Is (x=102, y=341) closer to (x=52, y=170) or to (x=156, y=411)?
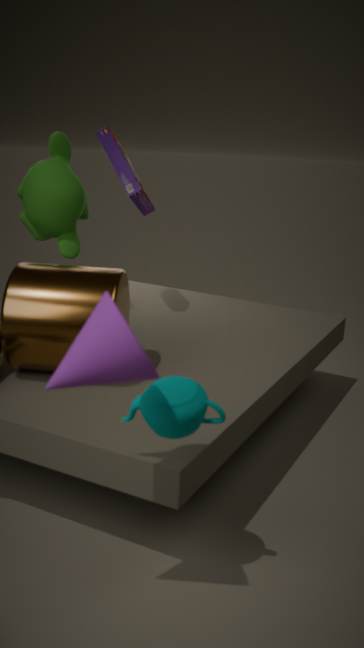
(x=156, y=411)
